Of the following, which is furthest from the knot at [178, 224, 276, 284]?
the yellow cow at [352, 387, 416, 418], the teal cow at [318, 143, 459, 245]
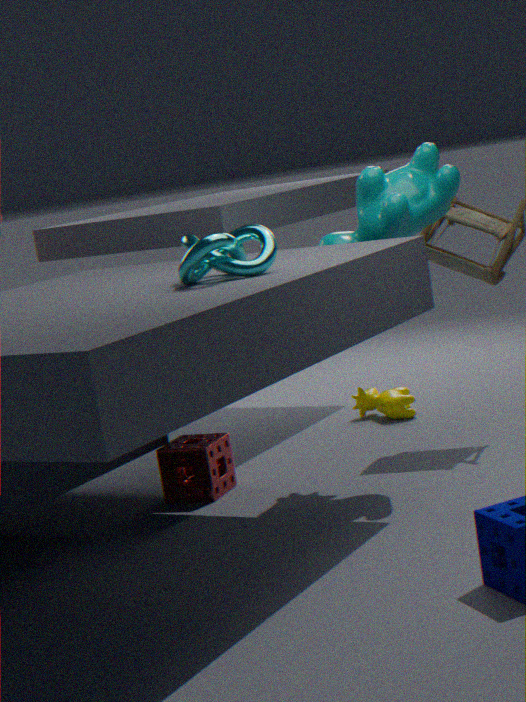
the yellow cow at [352, 387, 416, 418]
